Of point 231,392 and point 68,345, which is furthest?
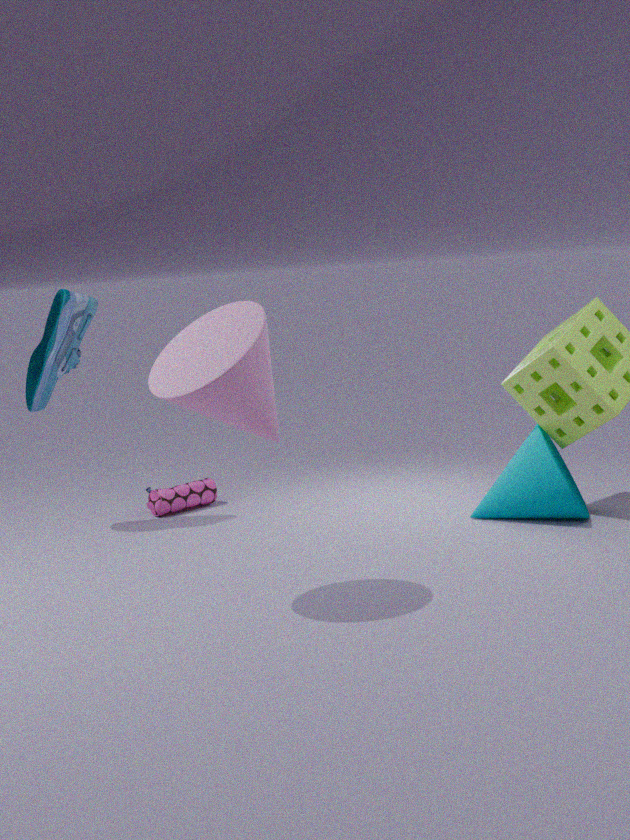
point 68,345
